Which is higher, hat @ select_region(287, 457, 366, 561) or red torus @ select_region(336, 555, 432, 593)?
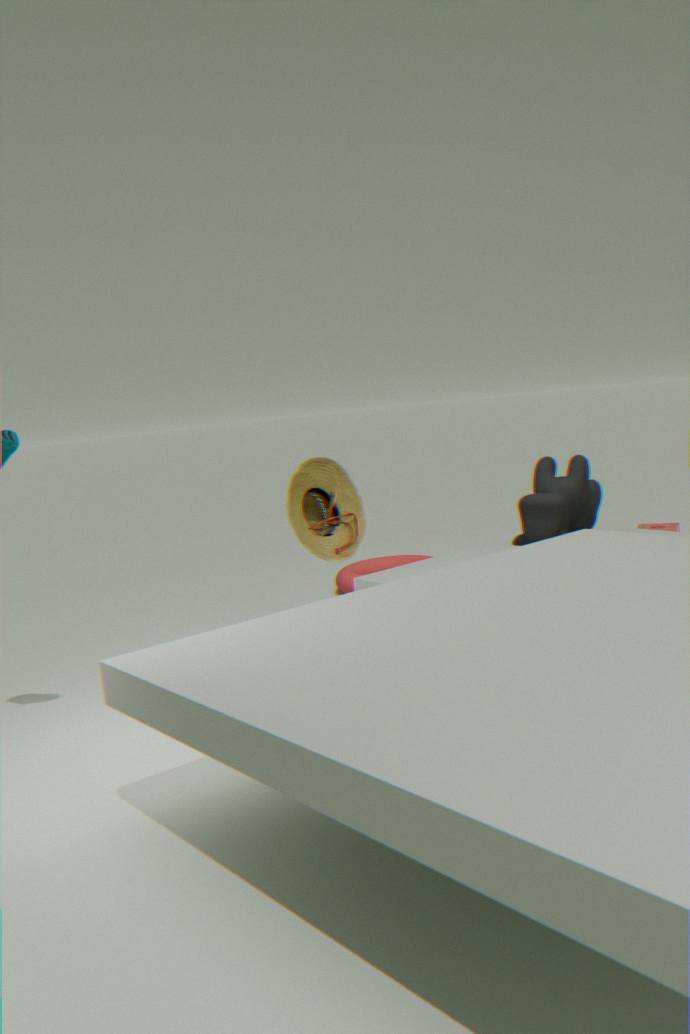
hat @ select_region(287, 457, 366, 561)
